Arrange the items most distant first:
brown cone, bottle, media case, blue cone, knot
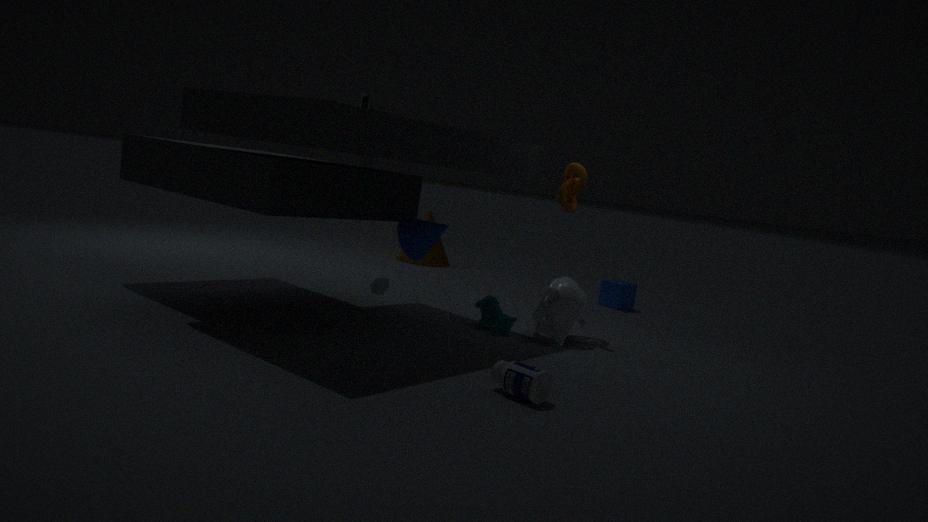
brown cone, media case, knot, blue cone, bottle
